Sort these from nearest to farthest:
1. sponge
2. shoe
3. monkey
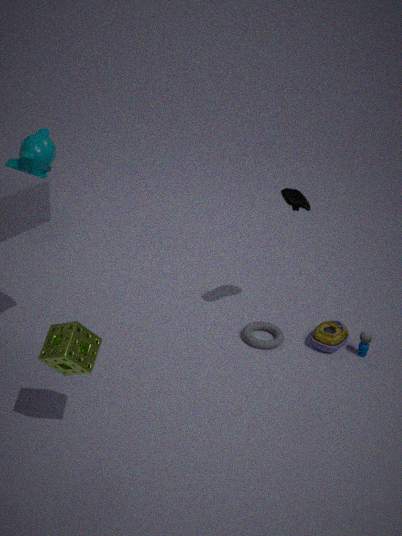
sponge, shoe, monkey
